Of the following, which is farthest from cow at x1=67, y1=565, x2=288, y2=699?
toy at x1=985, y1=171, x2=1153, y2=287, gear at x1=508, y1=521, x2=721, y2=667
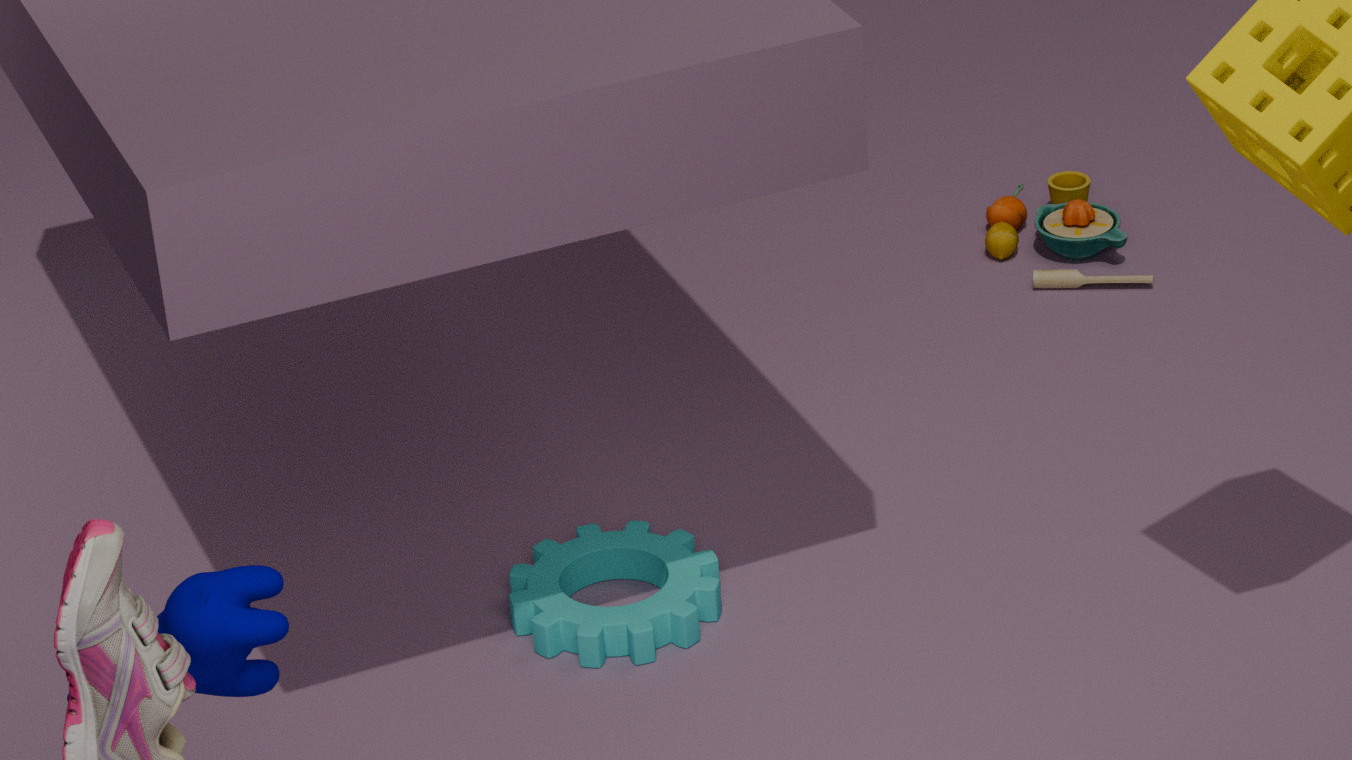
toy at x1=985, y1=171, x2=1153, y2=287
